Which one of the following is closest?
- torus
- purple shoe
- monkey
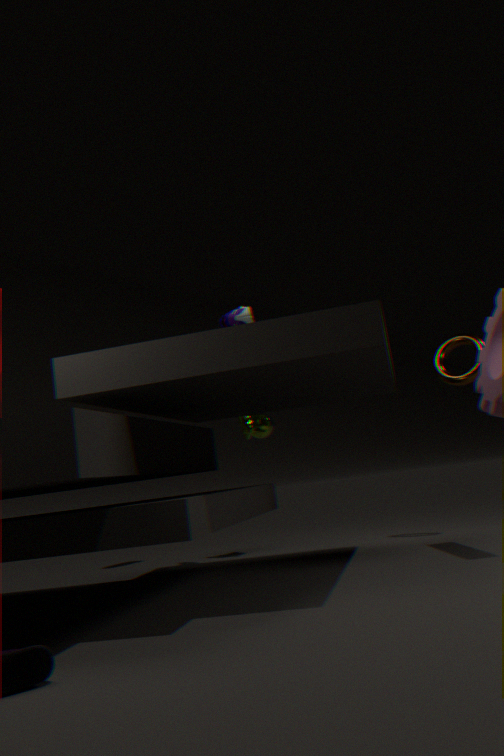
purple shoe
